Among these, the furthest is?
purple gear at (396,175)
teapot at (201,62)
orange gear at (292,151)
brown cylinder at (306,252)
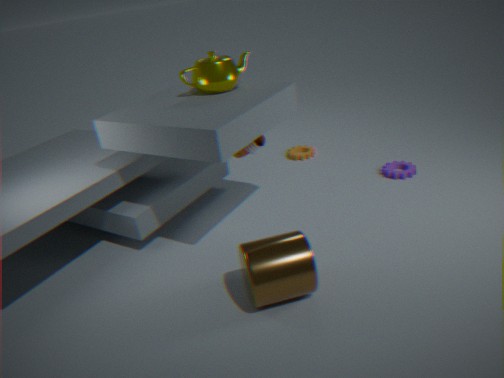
orange gear at (292,151)
